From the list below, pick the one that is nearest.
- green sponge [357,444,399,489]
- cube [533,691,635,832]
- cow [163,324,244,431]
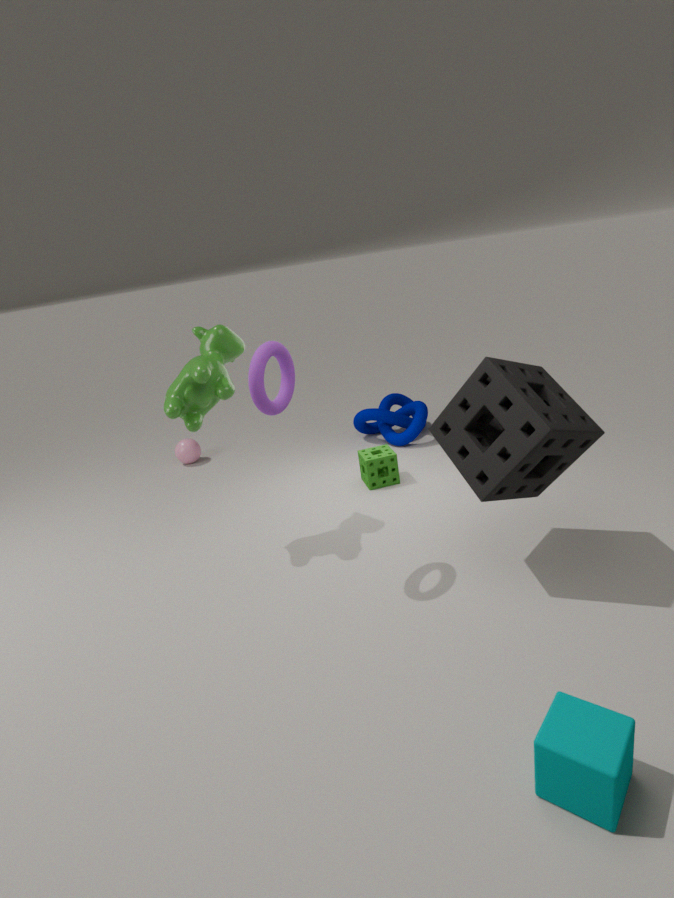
cube [533,691,635,832]
